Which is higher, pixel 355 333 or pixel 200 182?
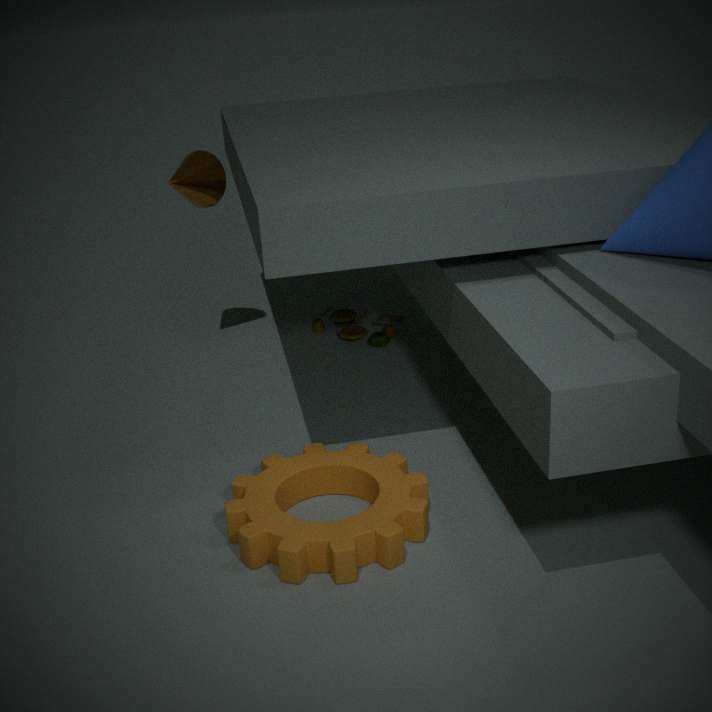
pixel 200 182
